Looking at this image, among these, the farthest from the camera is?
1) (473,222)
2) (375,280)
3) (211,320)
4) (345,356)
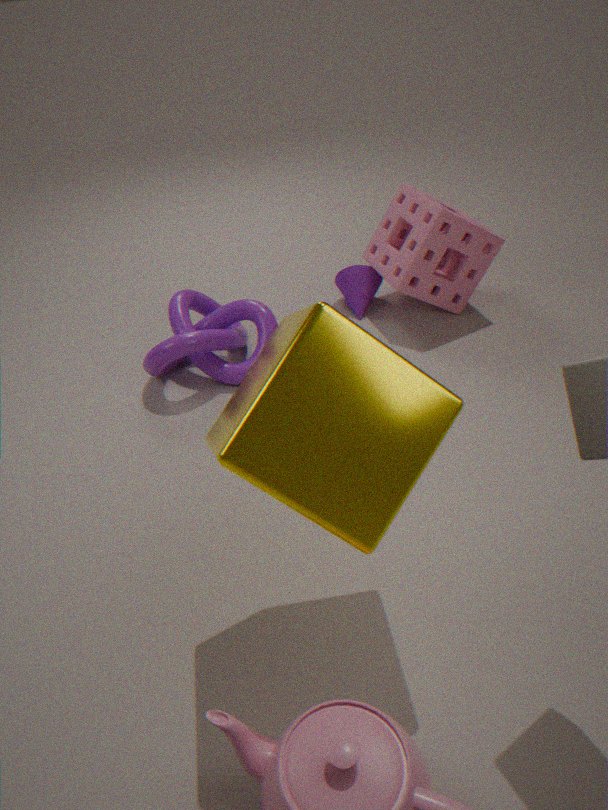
2. (375,280)
